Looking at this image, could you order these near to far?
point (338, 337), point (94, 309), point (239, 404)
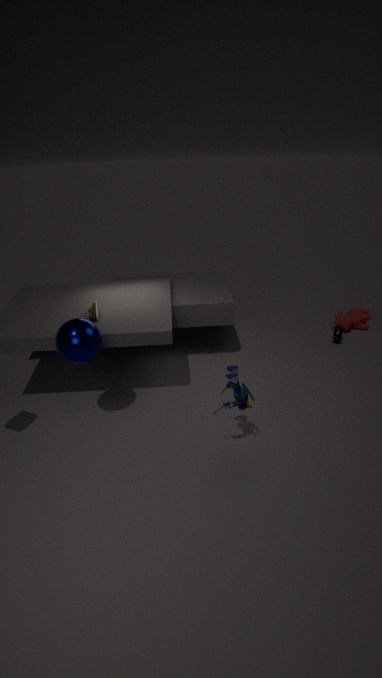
point (239, 404) → point (94, 309) → point (338, 337)
